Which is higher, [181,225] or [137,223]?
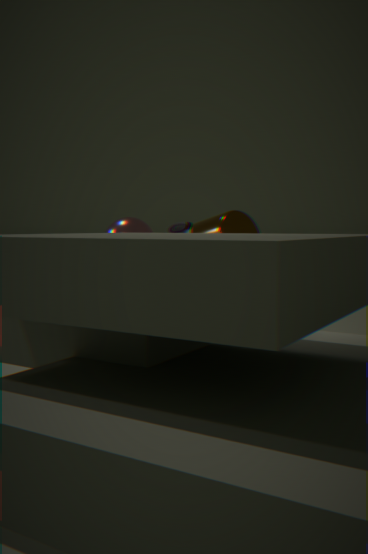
[181,225]
